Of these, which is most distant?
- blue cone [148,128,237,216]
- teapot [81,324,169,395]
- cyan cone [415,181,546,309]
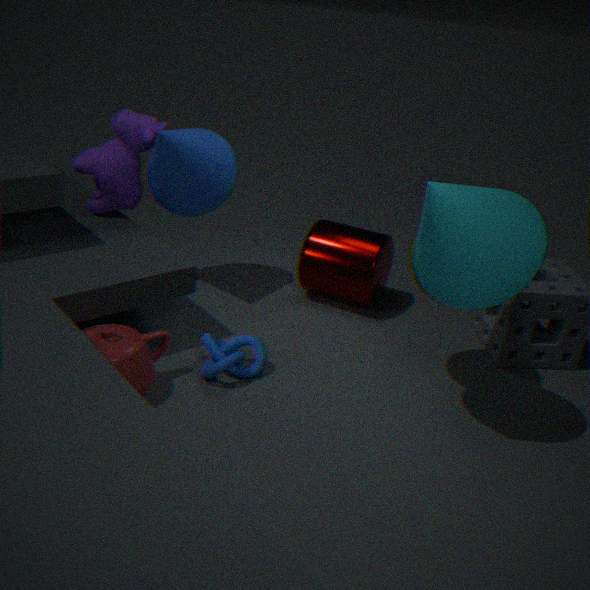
blue cone [148,128,237,216]
